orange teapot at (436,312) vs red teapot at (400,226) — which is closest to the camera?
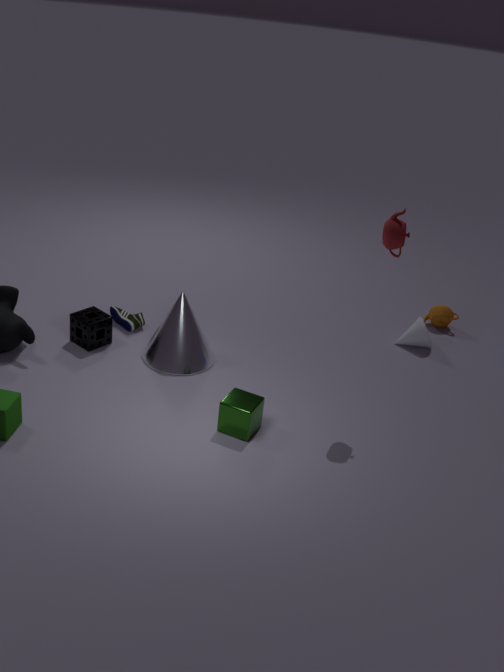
red teapot at (400,226)
